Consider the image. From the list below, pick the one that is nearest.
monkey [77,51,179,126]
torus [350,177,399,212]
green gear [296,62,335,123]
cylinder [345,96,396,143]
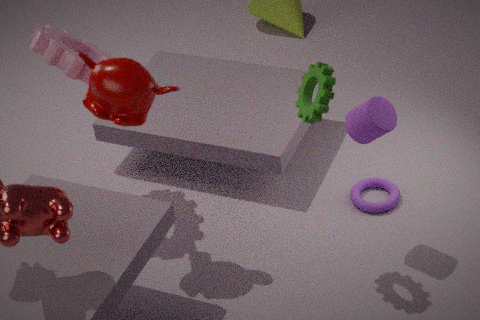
green gear [296,62,335,123]
